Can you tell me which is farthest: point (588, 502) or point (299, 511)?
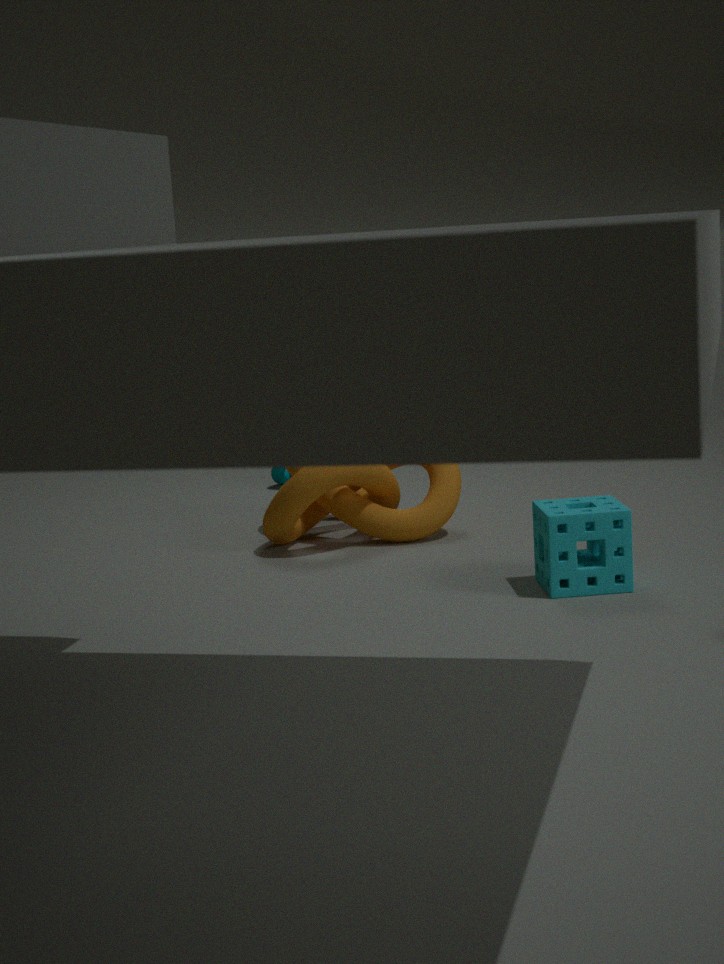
point (299, 511)
